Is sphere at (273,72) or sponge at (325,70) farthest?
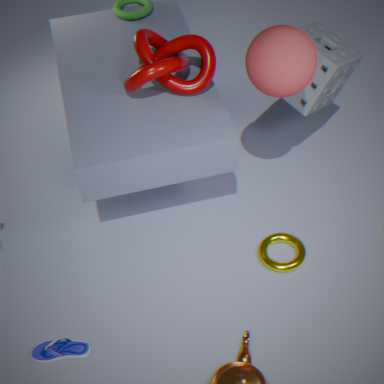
sponge at (325,70)
